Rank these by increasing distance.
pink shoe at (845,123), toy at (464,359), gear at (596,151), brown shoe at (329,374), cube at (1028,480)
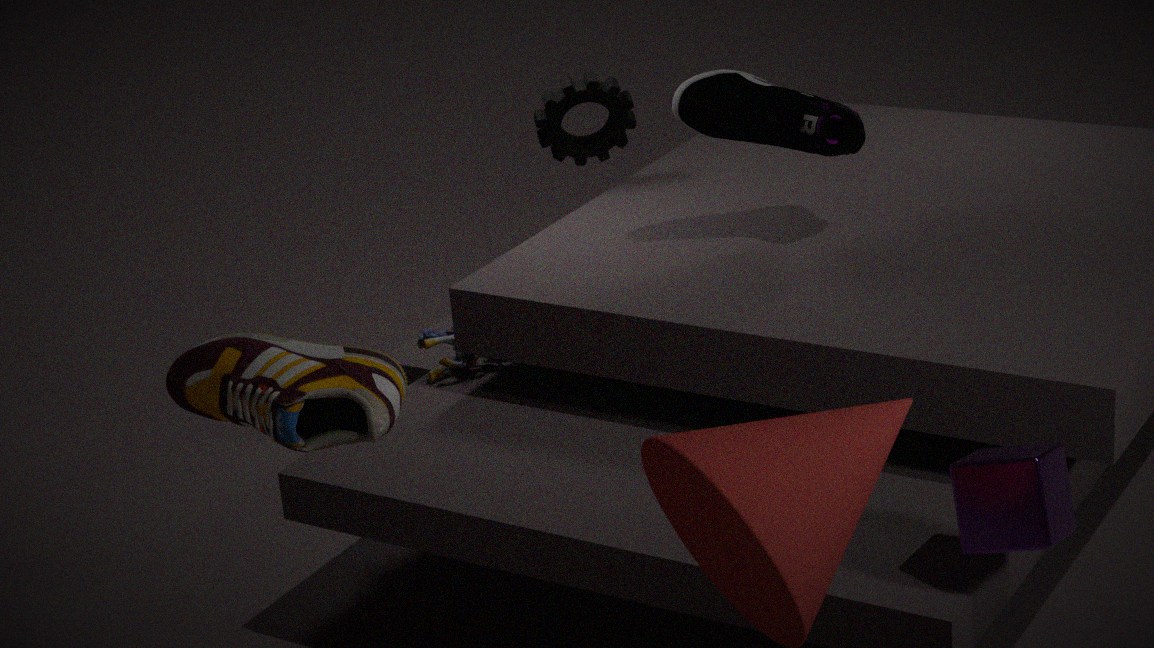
1. cube at (1028,480)
2. brown shoe at (329,374)
3. pink shoe at (845,123)
4. toy at (464,359)
5. gear at (596,151)
